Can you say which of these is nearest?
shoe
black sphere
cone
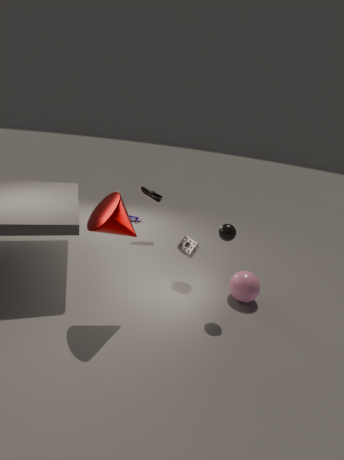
cone
